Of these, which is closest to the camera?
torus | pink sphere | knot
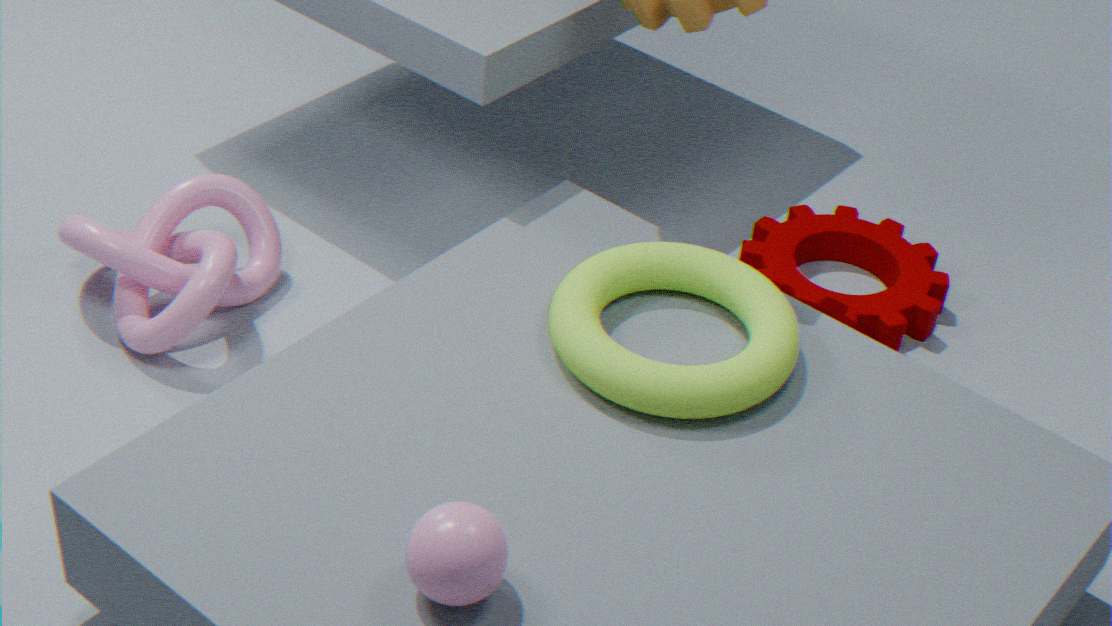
pink sphere
